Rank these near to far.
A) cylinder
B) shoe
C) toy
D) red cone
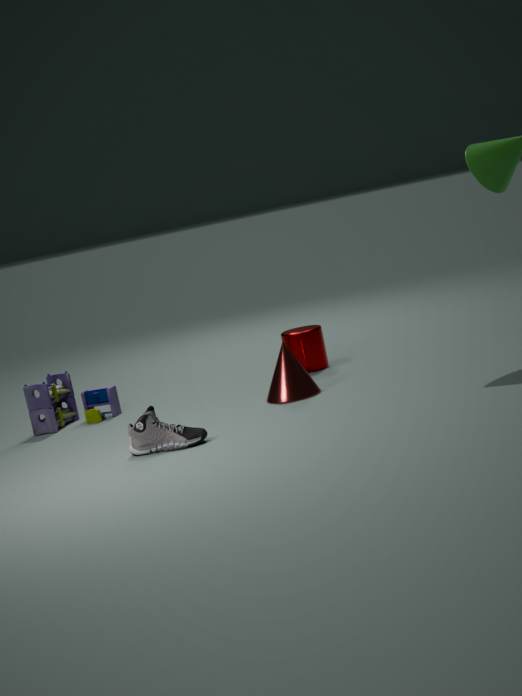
shoe → red cone → toy → cylinder
